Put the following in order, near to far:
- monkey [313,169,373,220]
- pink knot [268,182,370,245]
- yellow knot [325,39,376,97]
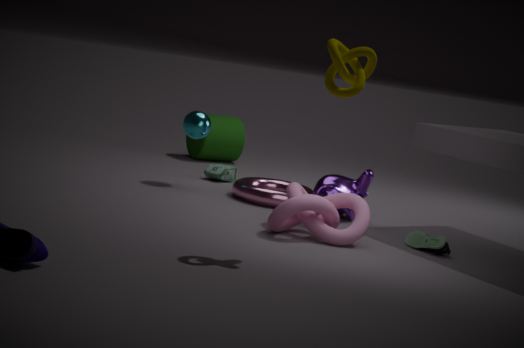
yellow knot [325,39,376,97] < pink knot [268,182,370,245] < monkey [313,169,373,220]
